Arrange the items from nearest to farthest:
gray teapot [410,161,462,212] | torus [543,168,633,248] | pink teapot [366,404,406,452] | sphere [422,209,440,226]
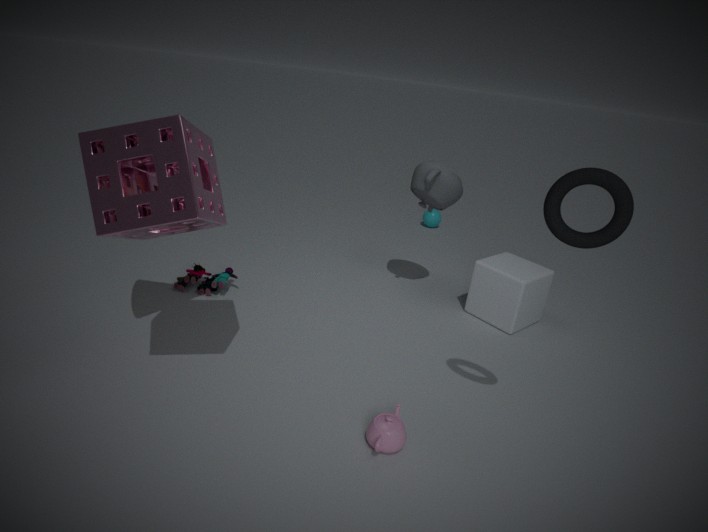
torus [543,168,633,248] → pink teapot [366,404,406,452] → gray teapot [410,161,462,212] → sphere [422,209,440,226]
